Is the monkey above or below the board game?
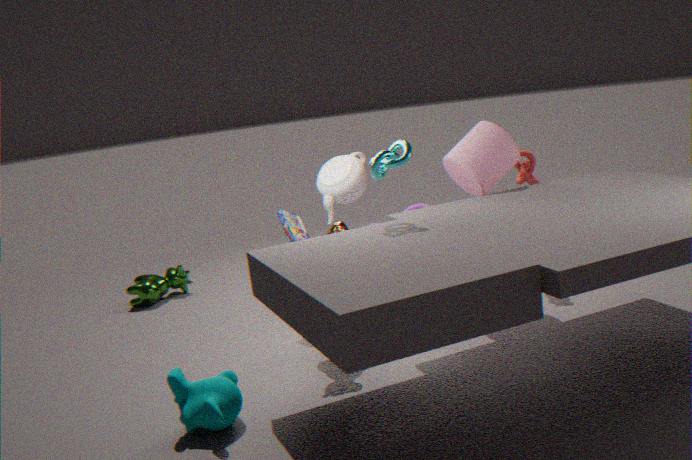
below
